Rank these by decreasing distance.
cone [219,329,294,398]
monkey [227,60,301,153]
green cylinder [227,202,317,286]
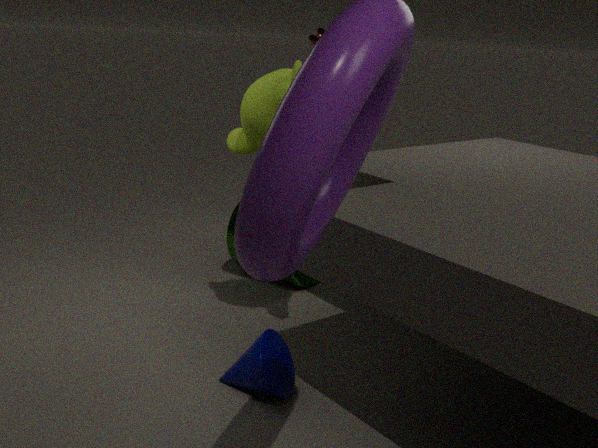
green cylinder [227,202,317,286], monkey [227,60,301,153], cone [219,329,294,398]
